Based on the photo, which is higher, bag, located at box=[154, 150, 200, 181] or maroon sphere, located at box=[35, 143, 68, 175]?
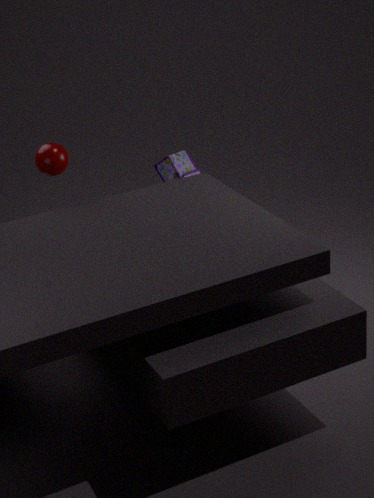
maroon sphere, located at box=[35, 143, 68, 175]
